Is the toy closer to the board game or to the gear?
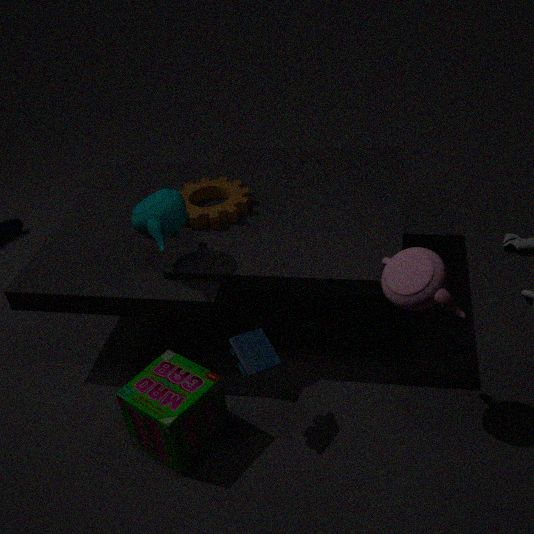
the board game
